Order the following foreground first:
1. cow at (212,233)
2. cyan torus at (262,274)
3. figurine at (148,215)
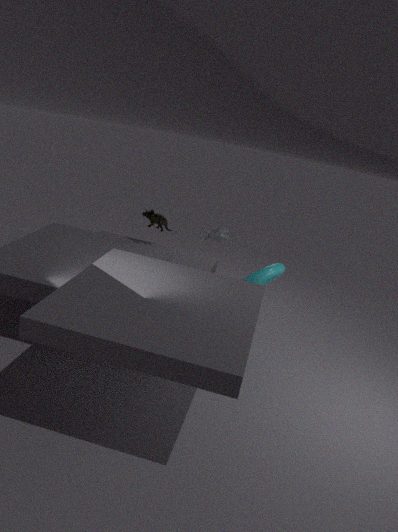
cow at (212,233), cyan torus at (262,274), figurine at (148,215)
